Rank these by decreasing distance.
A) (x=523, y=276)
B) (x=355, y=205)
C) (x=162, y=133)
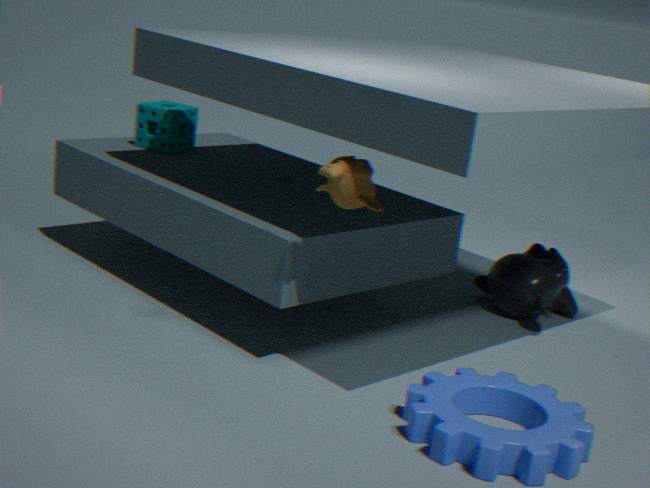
(x=162, y=133), (x=523, y=276), (x=355, y=205)
